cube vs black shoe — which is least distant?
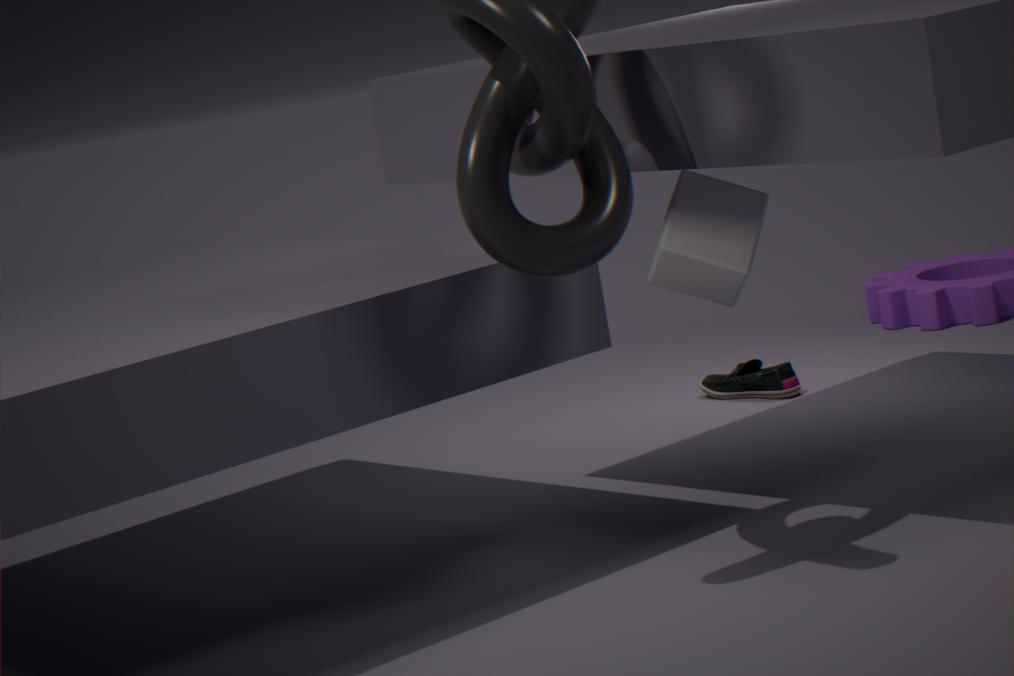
cube
